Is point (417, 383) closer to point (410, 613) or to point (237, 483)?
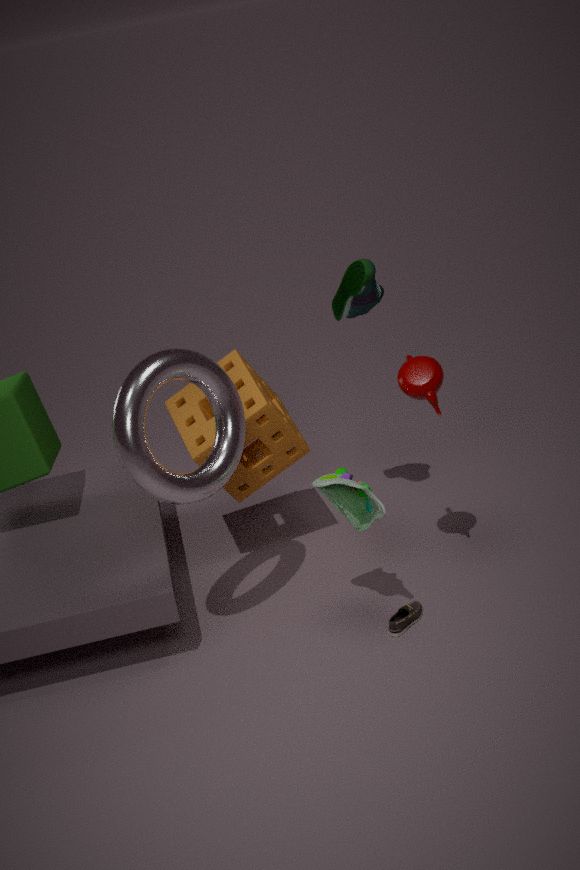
point (237, 483)
